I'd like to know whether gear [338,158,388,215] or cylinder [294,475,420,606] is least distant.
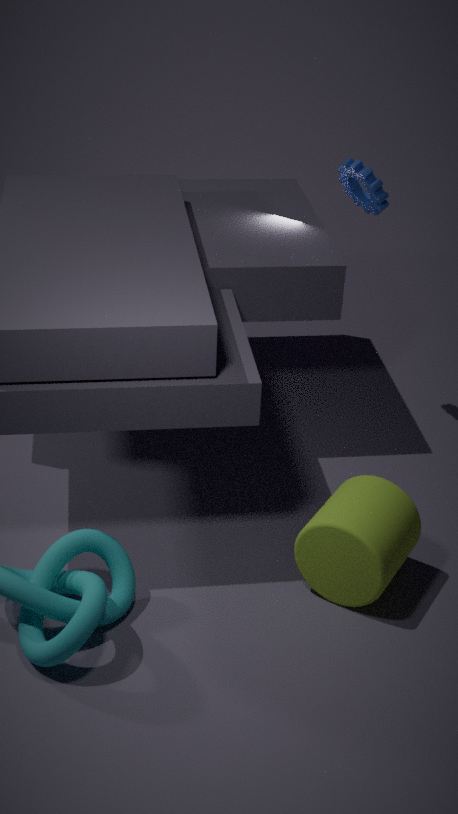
cylinder [294,475,420,606]
